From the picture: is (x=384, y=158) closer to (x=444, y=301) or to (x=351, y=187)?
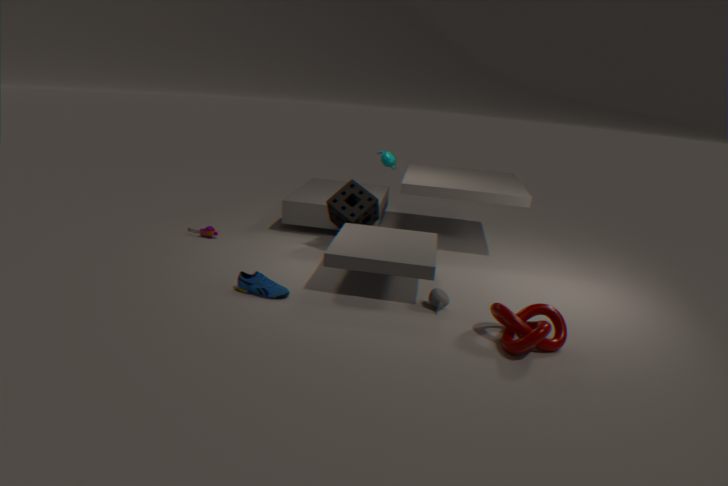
(x=351, y=187)
